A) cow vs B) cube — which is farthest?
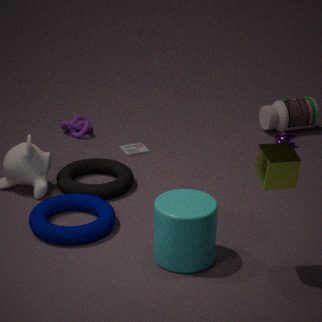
A. cow
